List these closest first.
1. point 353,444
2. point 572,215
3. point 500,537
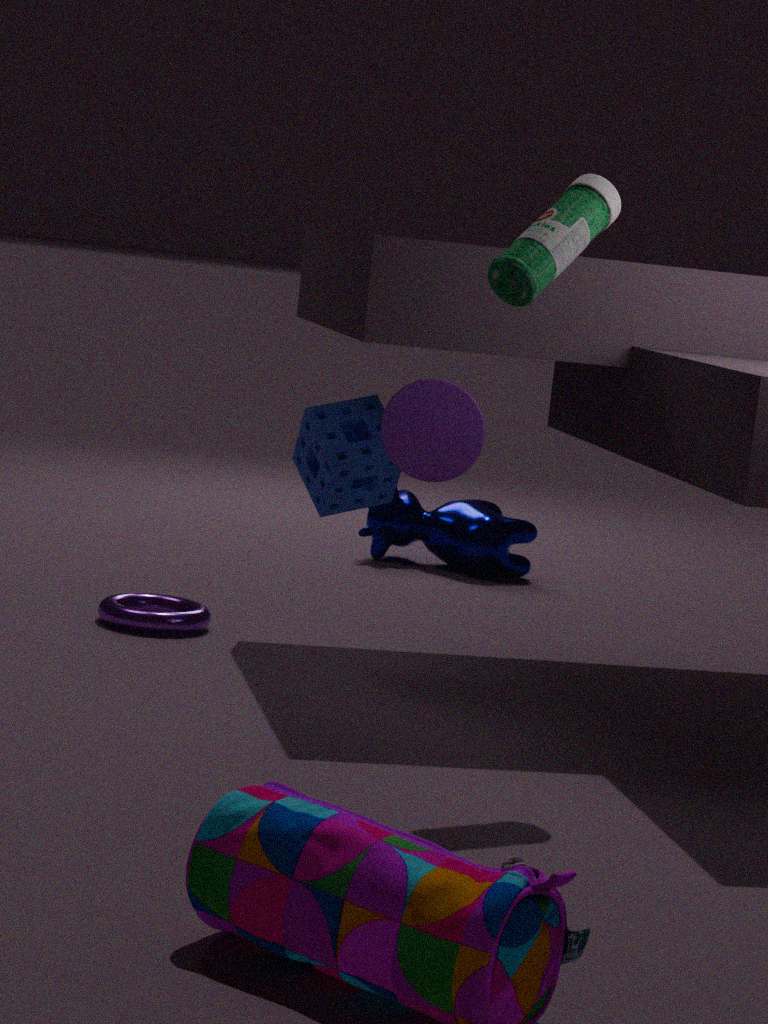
point 572,215 < point 353,444 < point 500,537
